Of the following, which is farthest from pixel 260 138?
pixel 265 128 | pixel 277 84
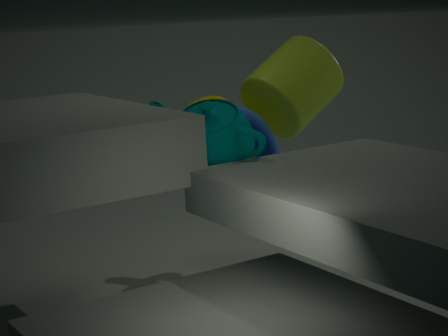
pixel 277 84
